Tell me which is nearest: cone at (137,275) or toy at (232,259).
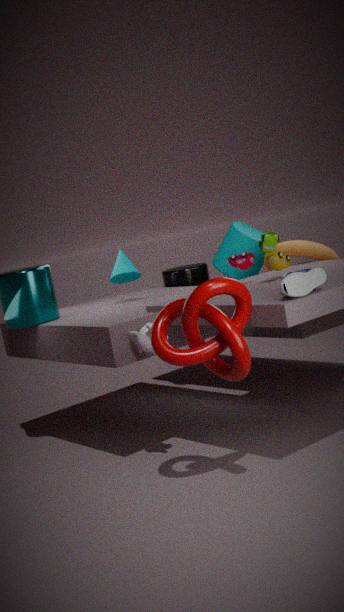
toy at (232,259)
